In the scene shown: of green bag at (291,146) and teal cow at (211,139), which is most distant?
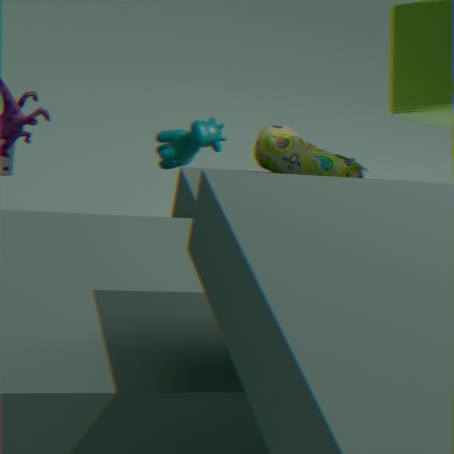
green bag at (291,146)
